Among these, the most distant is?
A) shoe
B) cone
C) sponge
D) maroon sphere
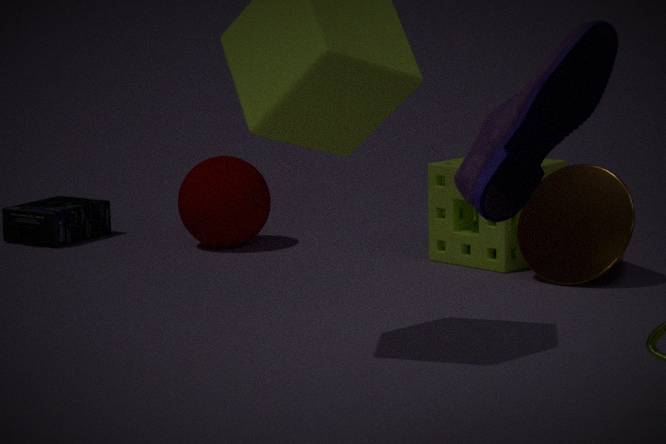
maroon sphere
